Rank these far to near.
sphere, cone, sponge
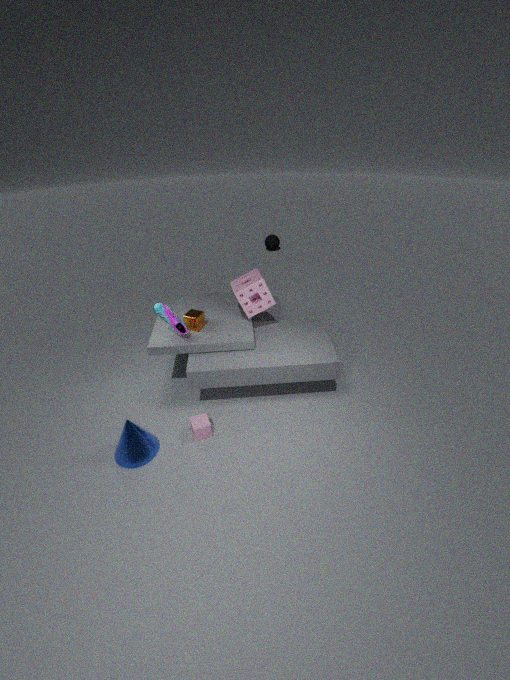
sphere < sponge < cone
